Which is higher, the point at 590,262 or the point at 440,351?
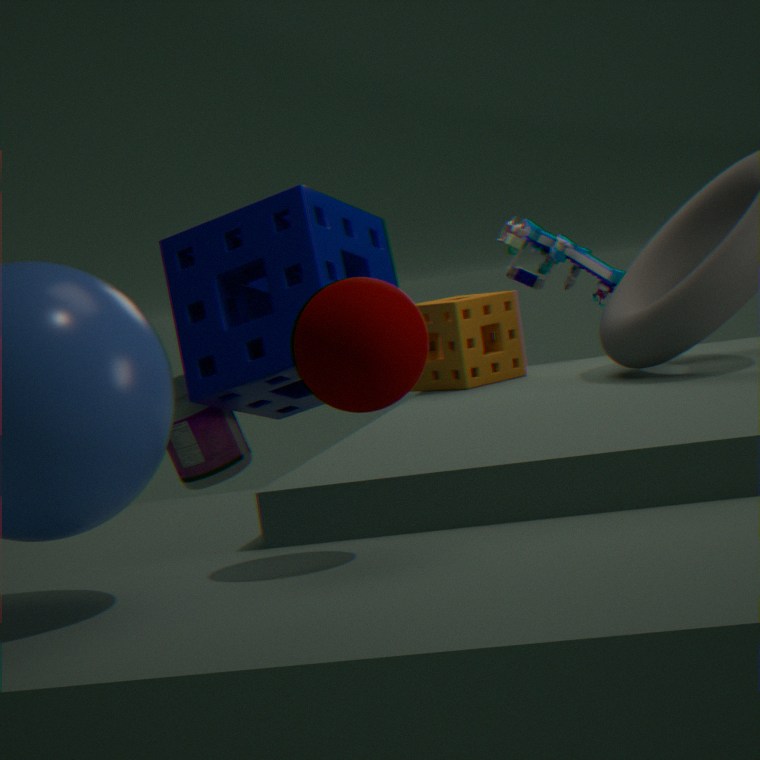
the point at 590,262
